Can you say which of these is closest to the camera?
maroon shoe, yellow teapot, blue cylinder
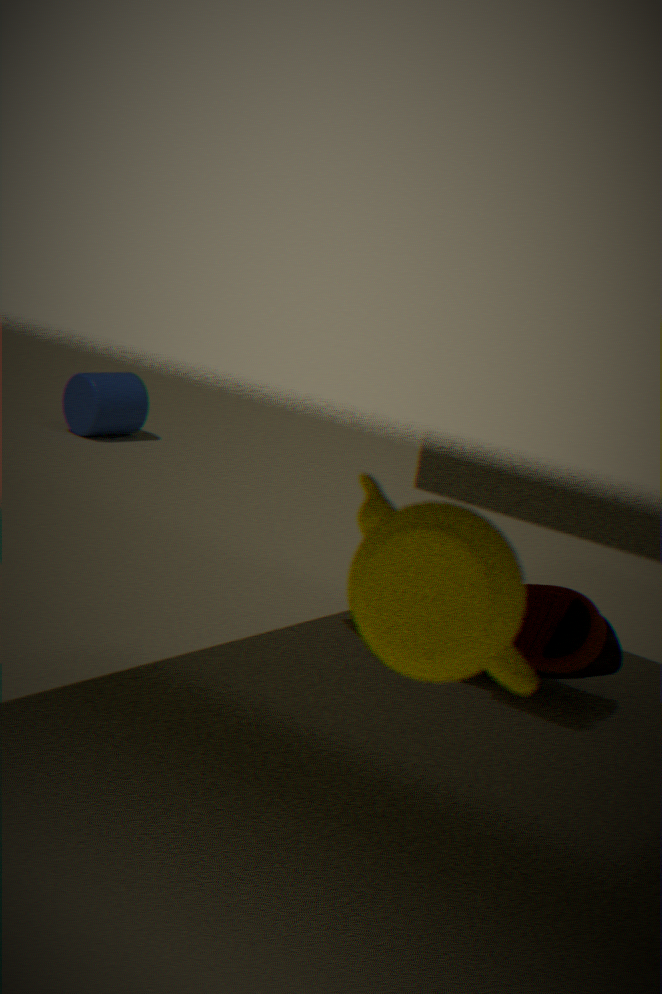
yellow teapot
